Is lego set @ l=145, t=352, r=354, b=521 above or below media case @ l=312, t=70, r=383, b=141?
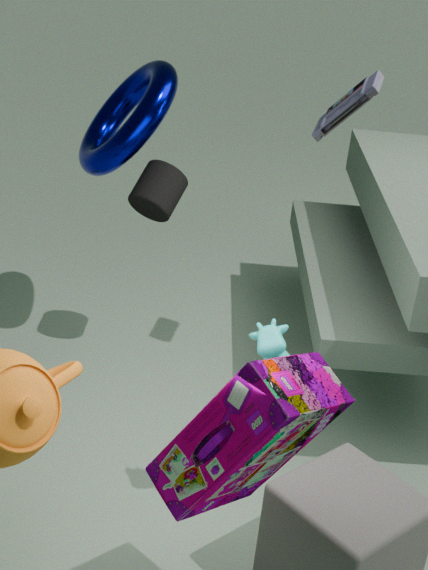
below
